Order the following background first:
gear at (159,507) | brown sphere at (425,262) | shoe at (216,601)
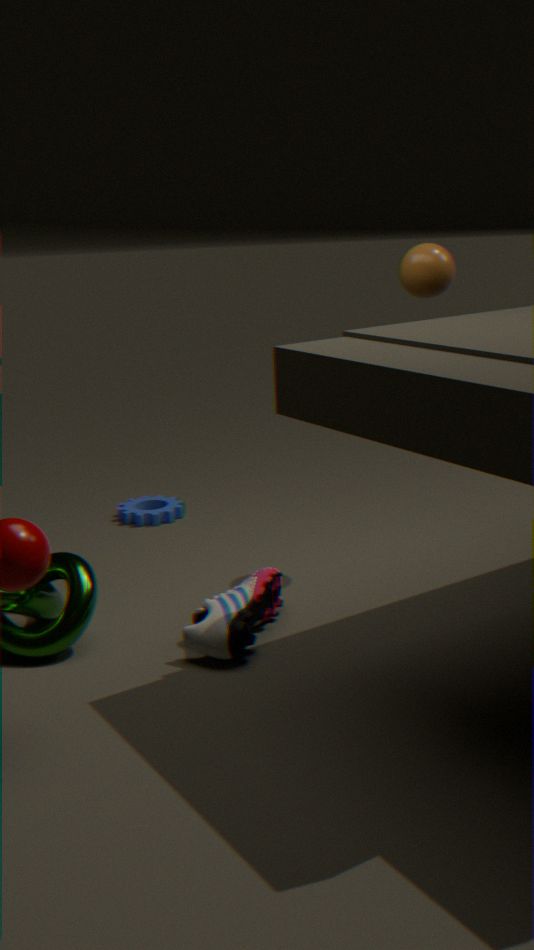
gear at (159,507) < brown sphere at (425,262) < shoe at (216,601)
